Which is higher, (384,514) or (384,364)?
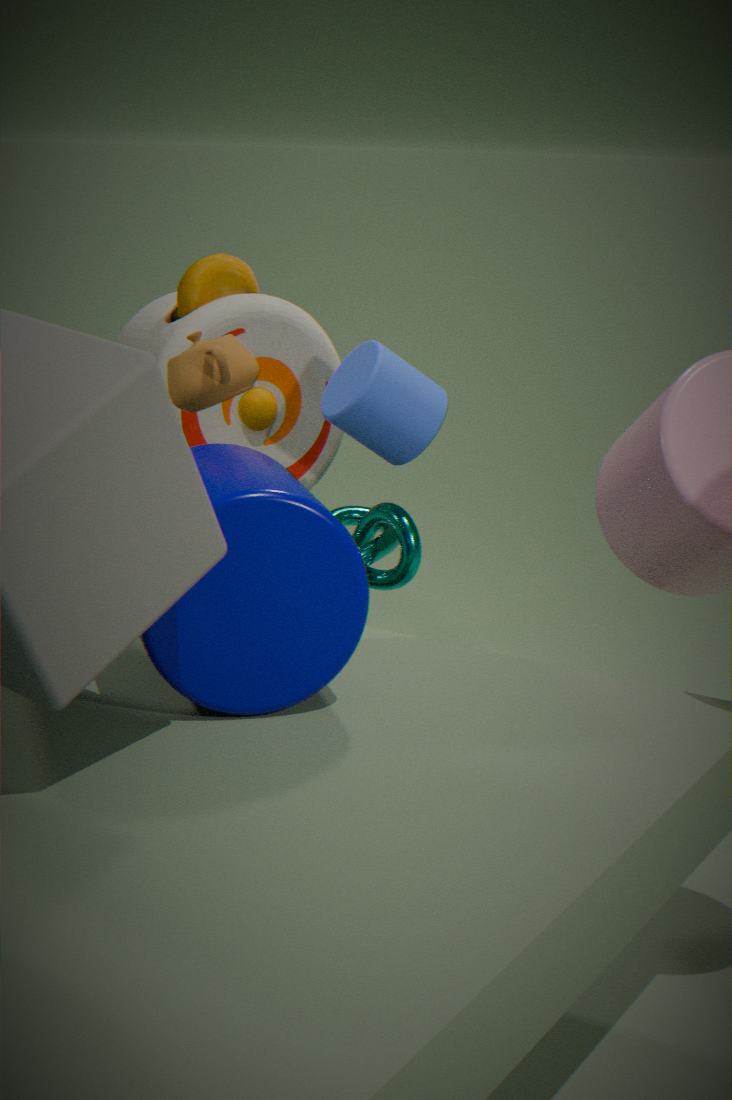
(384,364)
